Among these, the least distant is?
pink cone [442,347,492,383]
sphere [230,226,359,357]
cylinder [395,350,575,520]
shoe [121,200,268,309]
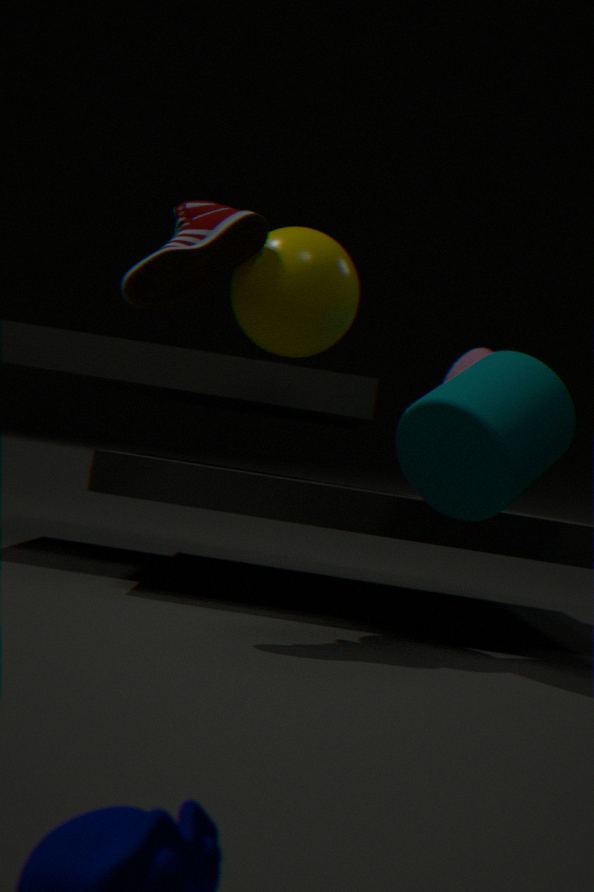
shoe [121,200,268,309]
